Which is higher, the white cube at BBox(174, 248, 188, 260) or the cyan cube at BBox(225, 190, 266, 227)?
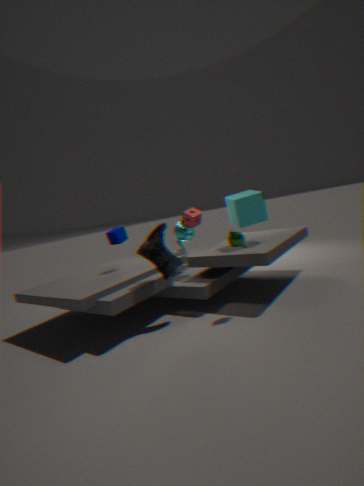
the cyan cube at BBox(225, 190, 266, 227)
